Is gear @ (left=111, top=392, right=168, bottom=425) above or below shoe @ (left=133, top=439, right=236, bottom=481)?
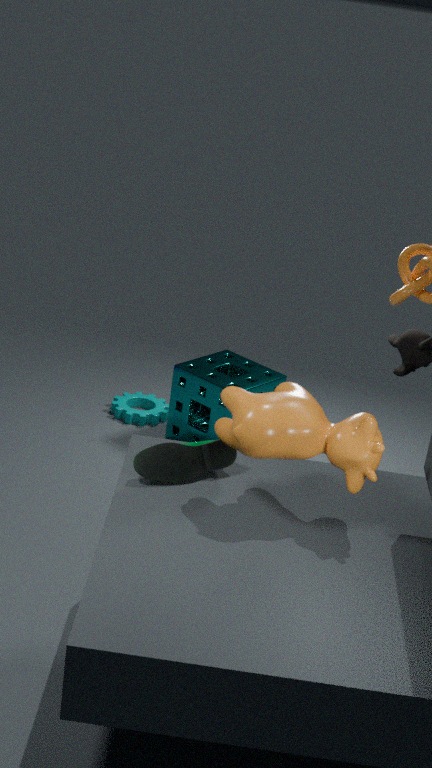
below
